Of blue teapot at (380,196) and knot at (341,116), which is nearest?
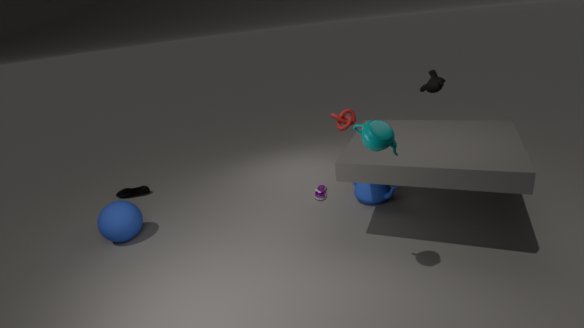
blue teapot at (380,196)
